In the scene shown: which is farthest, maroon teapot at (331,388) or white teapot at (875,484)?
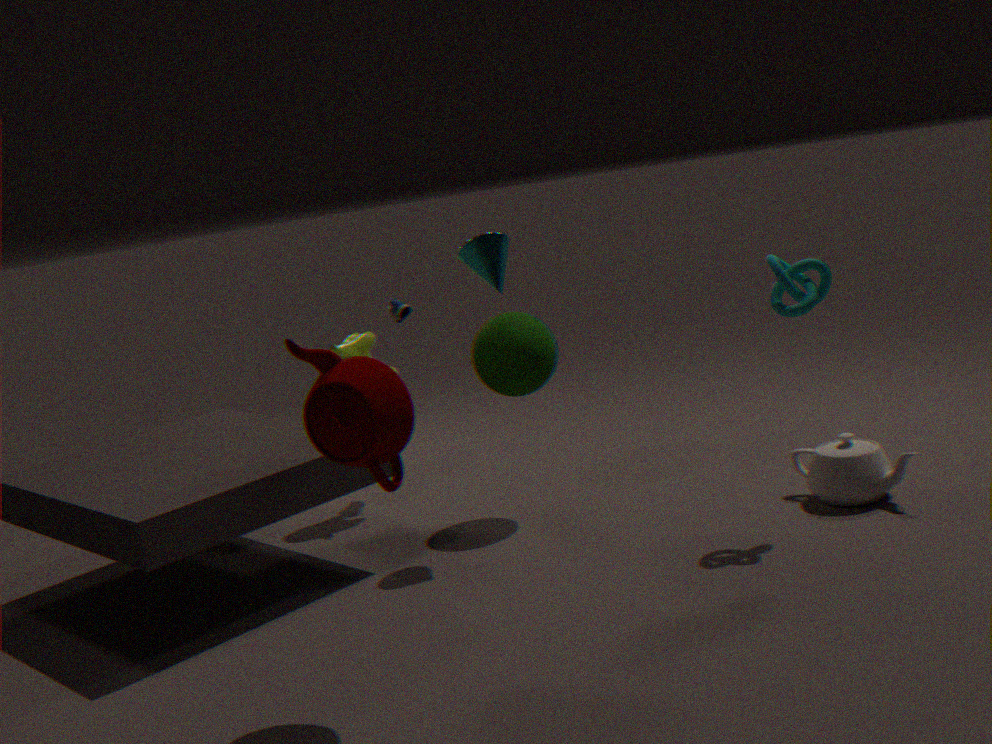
white teapot at (875,484)
